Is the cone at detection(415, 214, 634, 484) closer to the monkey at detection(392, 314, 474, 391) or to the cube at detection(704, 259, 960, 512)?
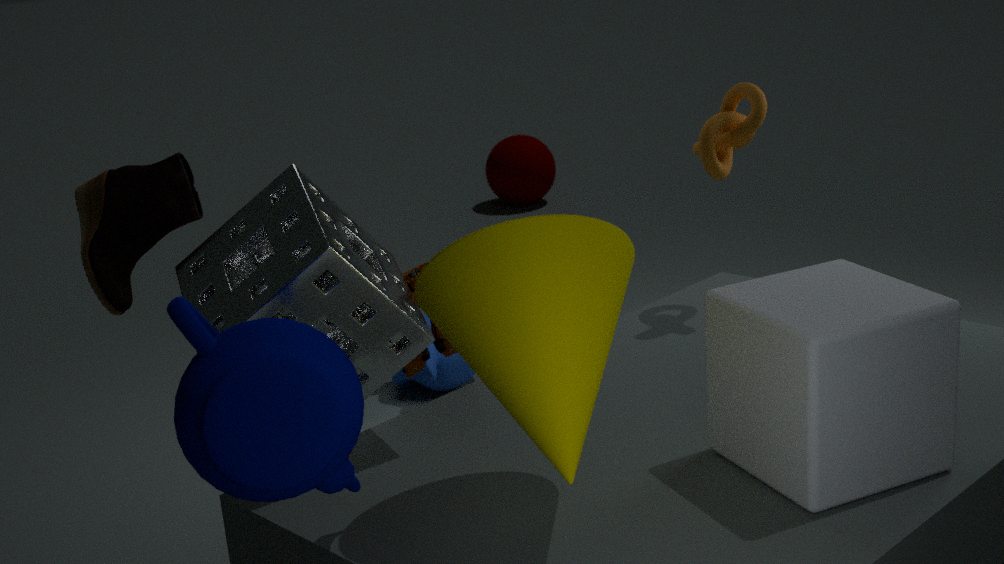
the cube at detection(704, 259, 960, 512)
